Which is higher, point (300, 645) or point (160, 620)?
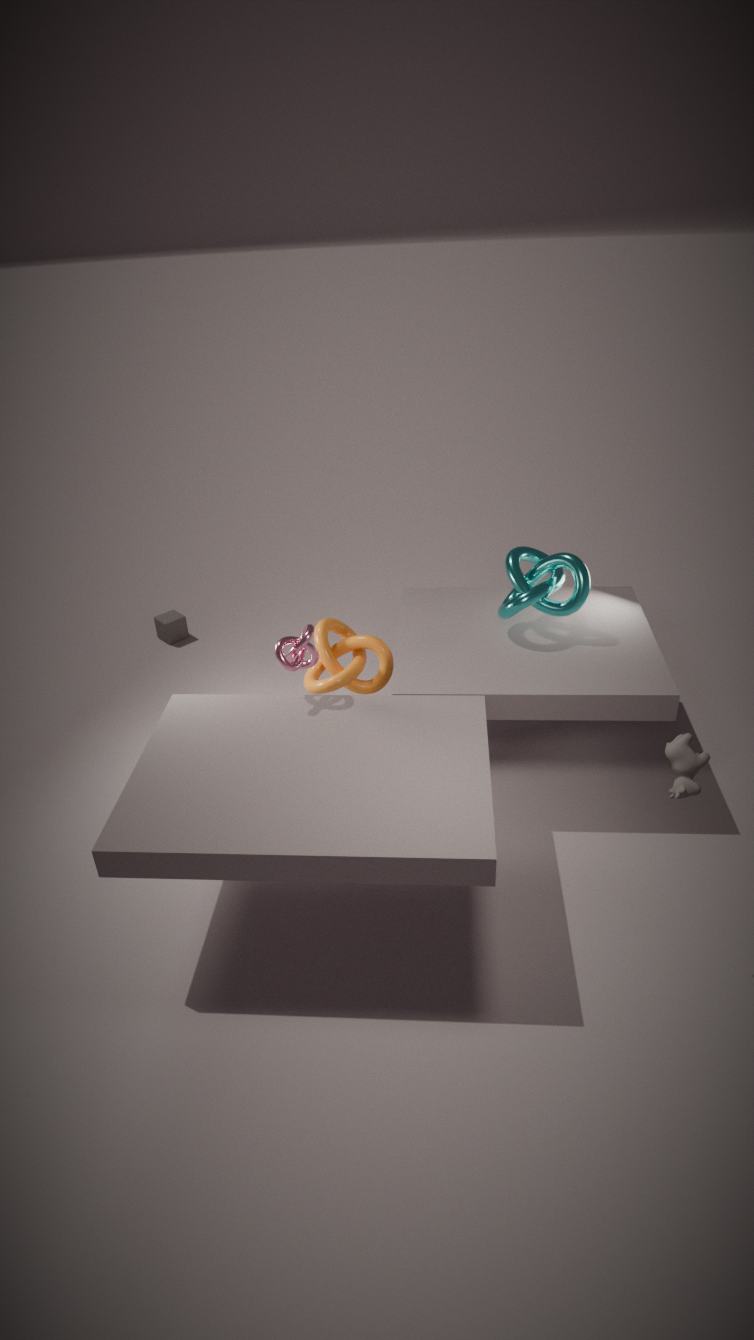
point (300, 645)
